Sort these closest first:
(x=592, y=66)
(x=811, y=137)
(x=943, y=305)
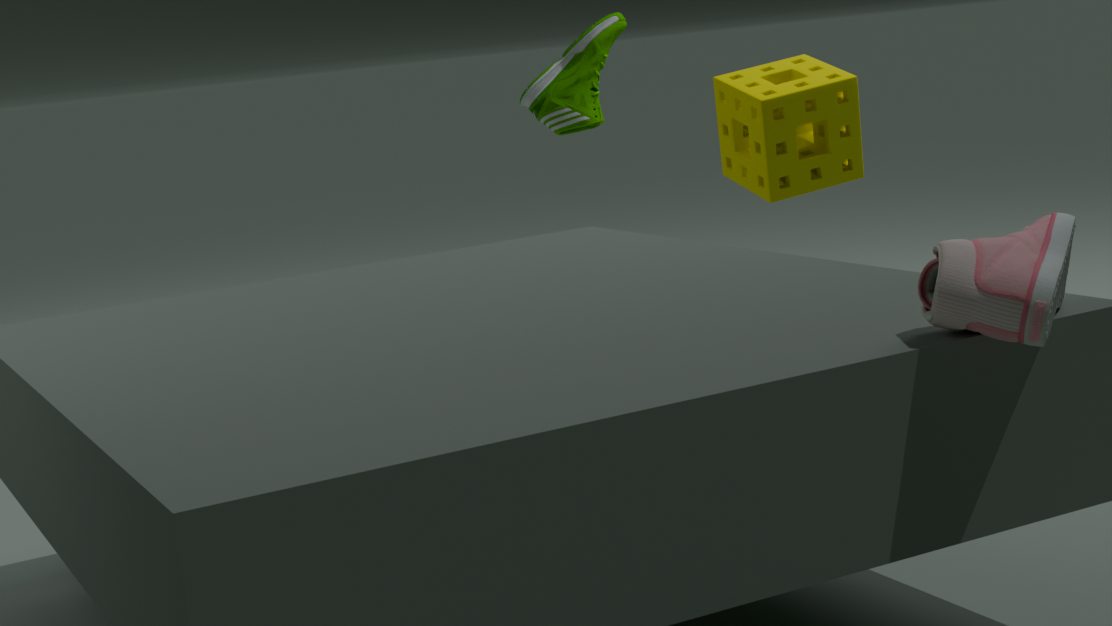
(x=943, y=305) → (x=811, y=137) → (x=592, y=66)
